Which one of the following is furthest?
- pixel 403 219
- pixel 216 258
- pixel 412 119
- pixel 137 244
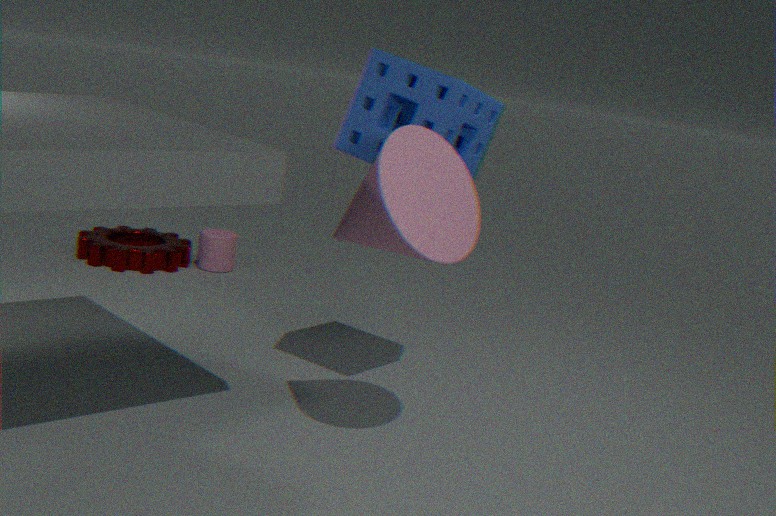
pixel 137 244
